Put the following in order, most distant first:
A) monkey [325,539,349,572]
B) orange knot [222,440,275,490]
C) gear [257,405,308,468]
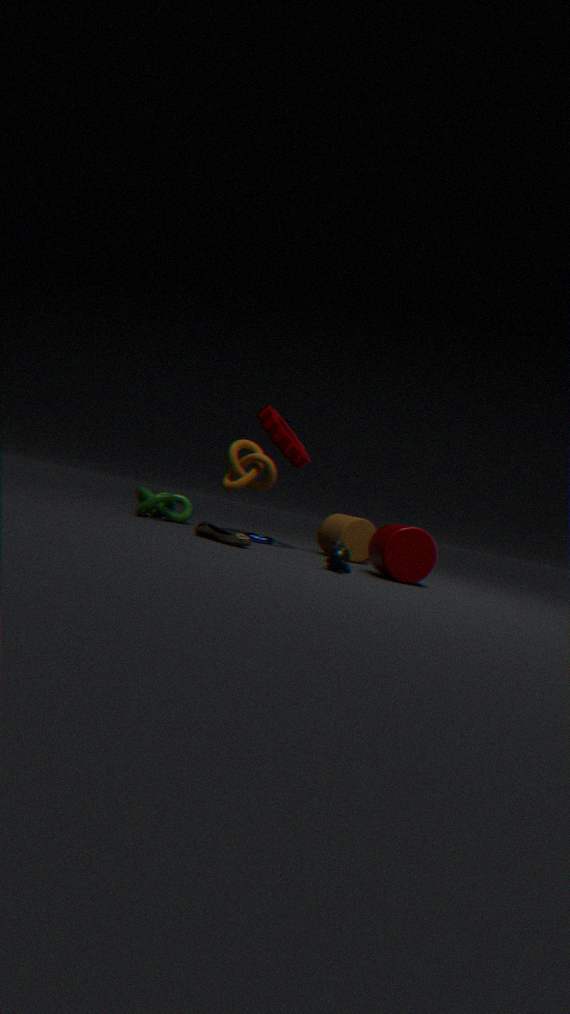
1. orange knot [222,440,275,490]
2. gear [257,405,308,468]
3. monkey [325,539,349,572]
